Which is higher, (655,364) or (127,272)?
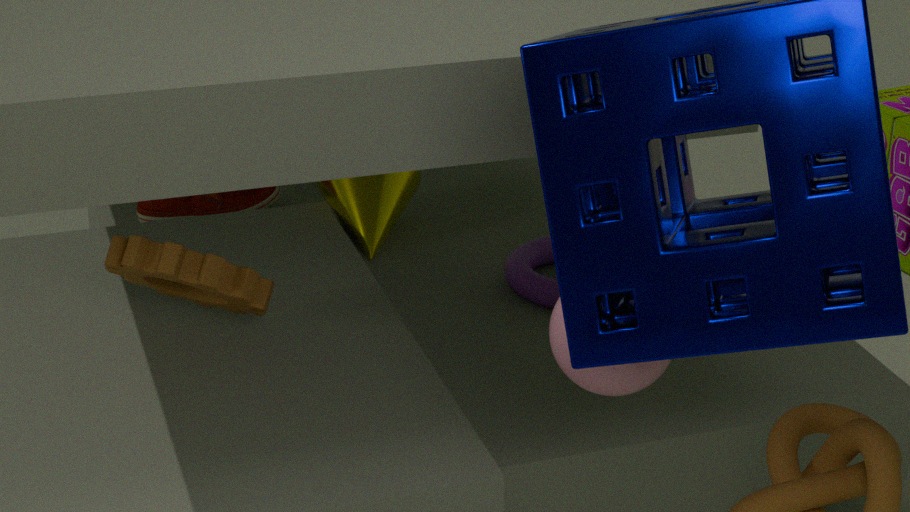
(655,364)
